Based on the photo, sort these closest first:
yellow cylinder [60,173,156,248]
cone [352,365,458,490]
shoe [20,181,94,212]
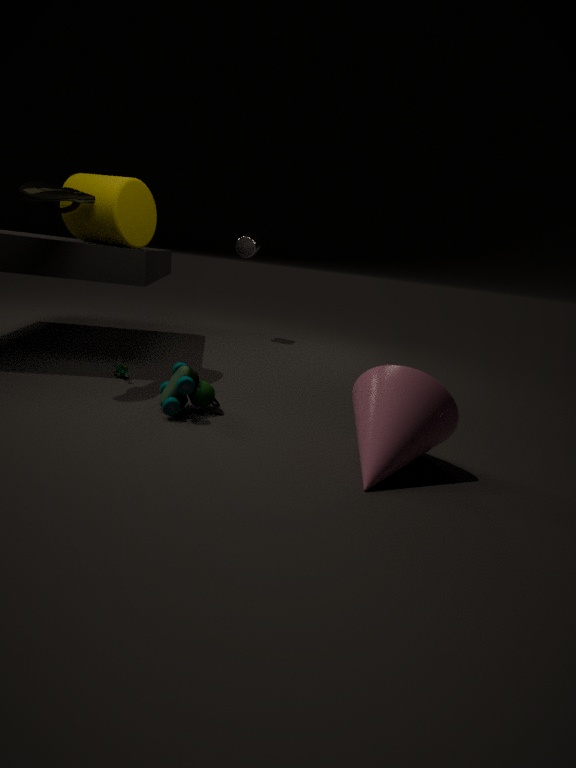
cone [352,365,458,490], shoe [20,181,94,212], yellow cylinder [60,173,156,248]
